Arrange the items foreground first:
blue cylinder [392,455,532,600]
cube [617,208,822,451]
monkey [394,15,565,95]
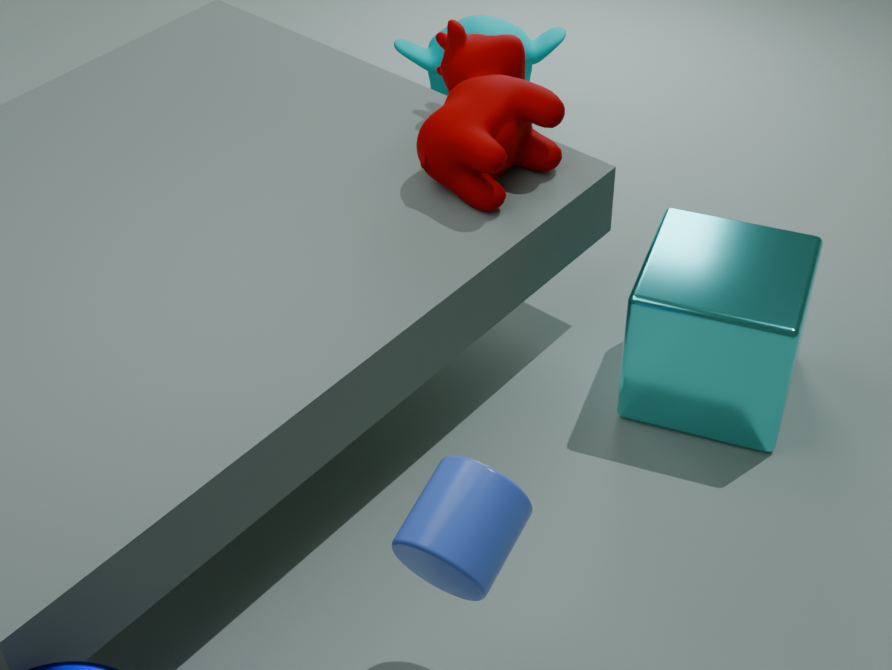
blue cylinder [392,455,532,600]
cube [617,208,822,451]
monkey [394,15,565,95]
